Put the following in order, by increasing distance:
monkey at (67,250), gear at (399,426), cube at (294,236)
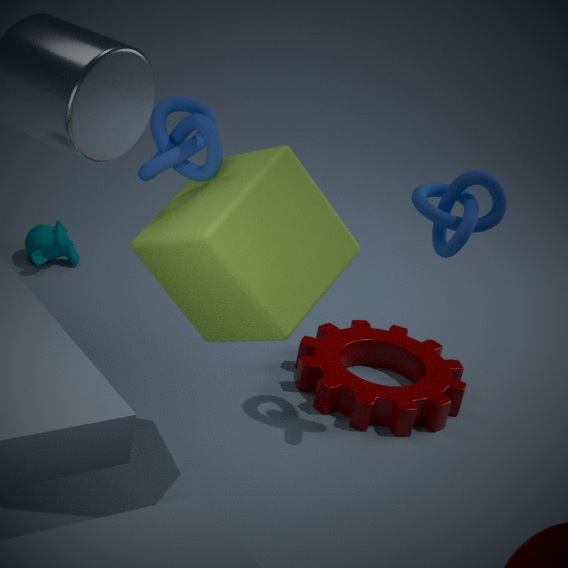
cube at (294,236), gear at (399,426), monkey at (67,250)
